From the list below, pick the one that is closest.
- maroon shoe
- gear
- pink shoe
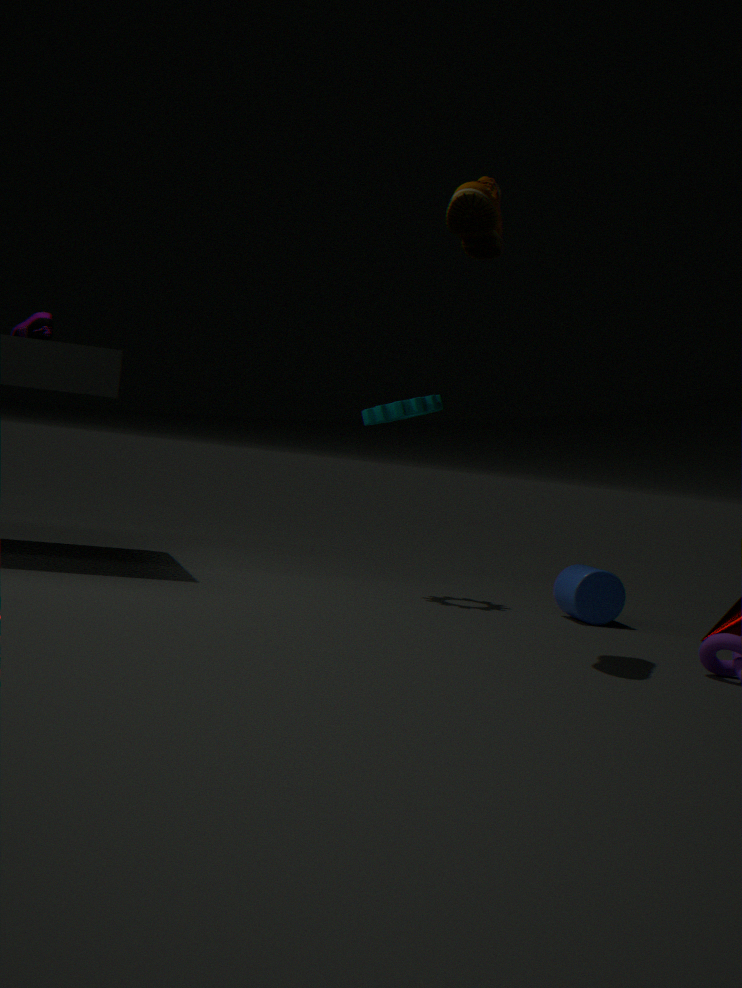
maroon shoe
